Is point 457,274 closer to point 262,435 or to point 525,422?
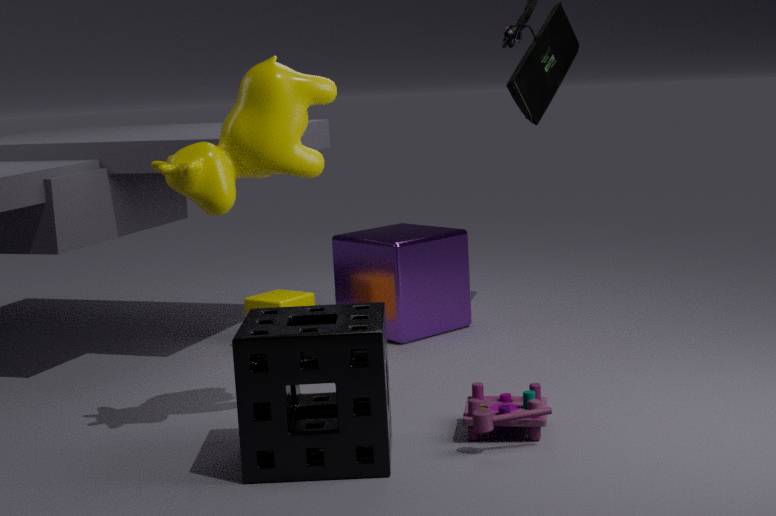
point 525,422
